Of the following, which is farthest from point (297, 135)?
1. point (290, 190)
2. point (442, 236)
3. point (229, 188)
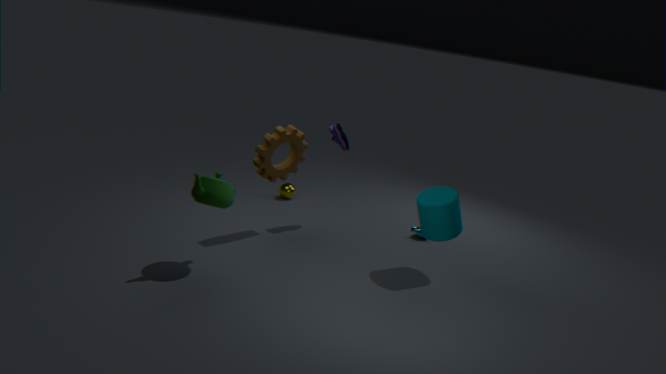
point (442, 236)
